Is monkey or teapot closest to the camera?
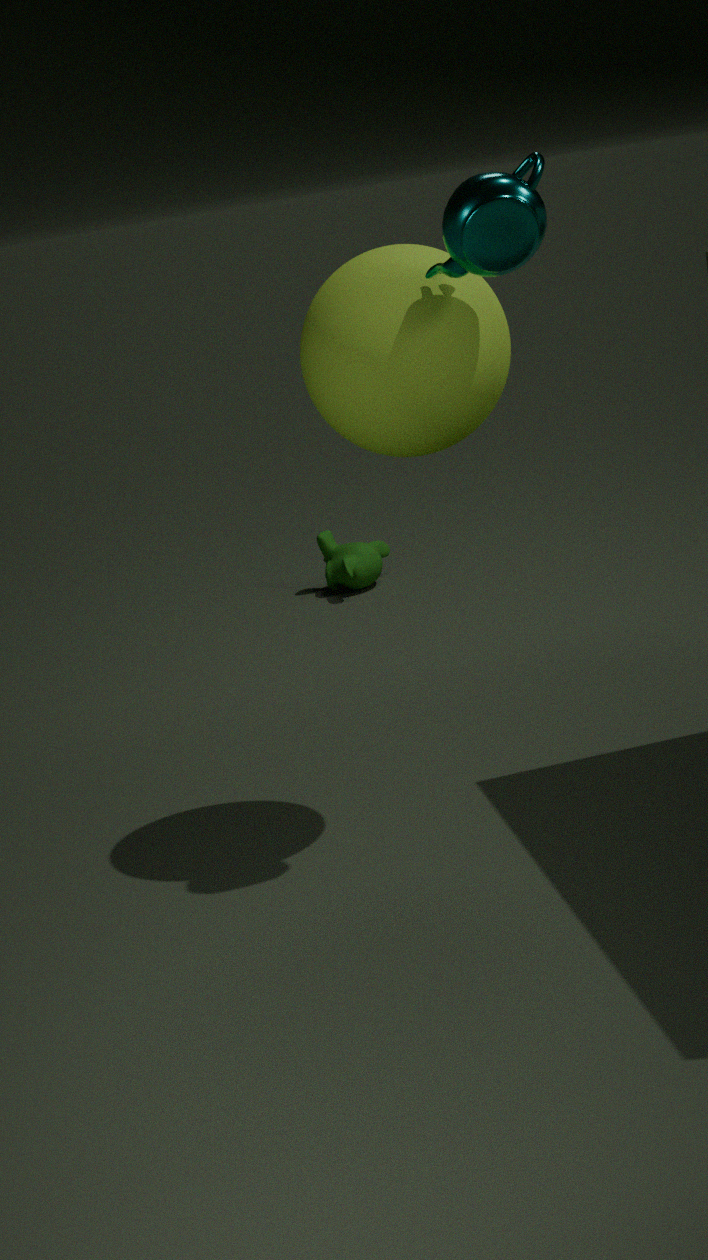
teapot
